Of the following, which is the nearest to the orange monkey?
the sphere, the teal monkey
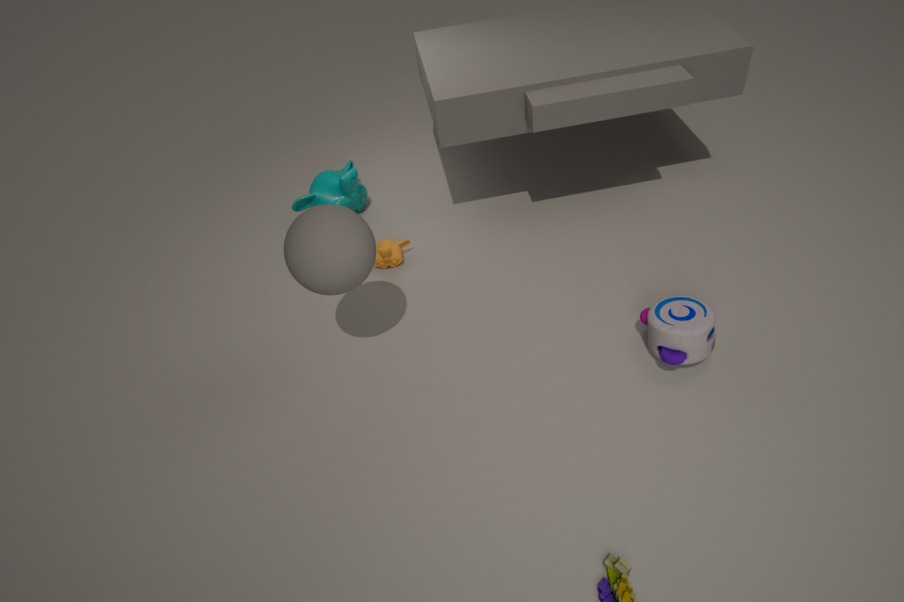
the teal monkey
